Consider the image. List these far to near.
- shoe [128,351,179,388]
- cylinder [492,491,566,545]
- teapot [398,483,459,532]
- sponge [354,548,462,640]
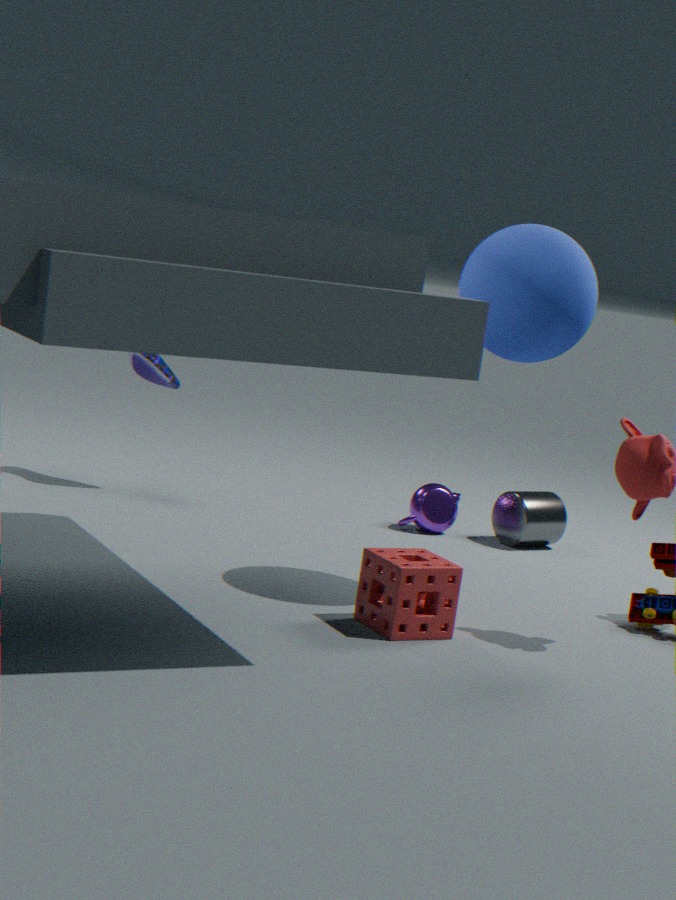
teapot [398,483,459,532] → cylinder [492,491,566,545] → shoe [128,351,179,388] → sponge [354,548,462,640]
